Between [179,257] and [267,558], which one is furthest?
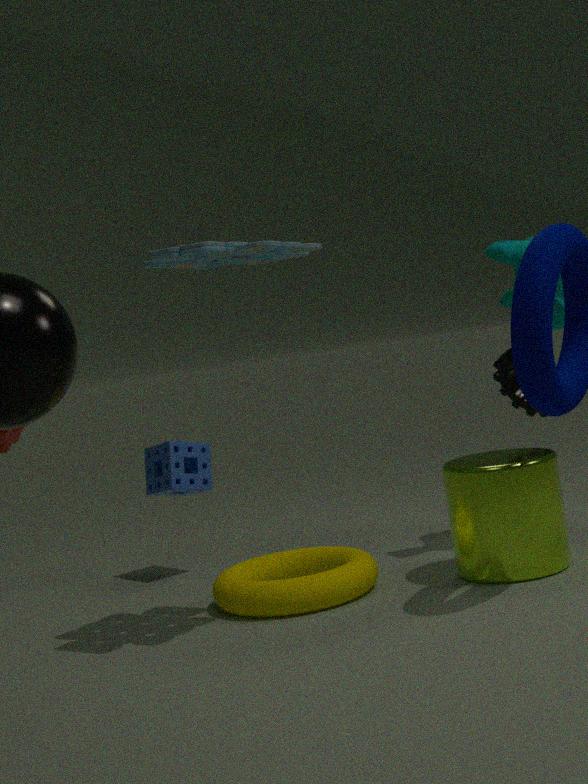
[267,558]
